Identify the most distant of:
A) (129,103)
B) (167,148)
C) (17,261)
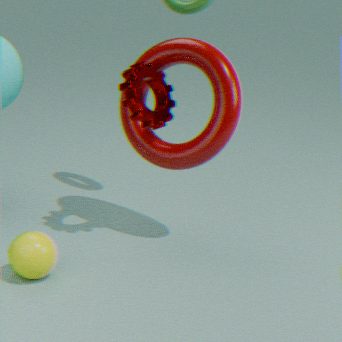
(167,148)
